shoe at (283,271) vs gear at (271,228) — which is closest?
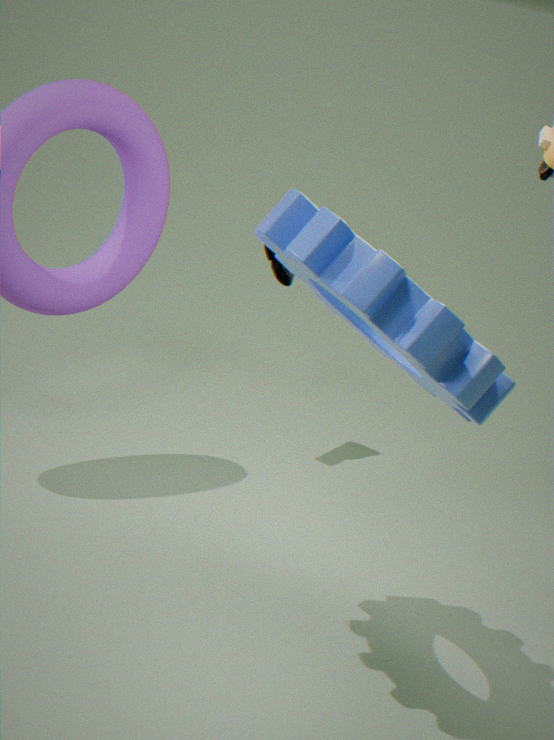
gear at (271,228)
